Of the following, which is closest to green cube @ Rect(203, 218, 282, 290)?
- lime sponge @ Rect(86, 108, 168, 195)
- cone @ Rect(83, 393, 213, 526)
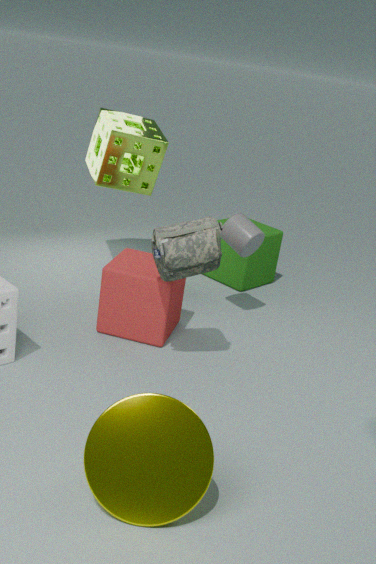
lime sponge @ Rect(86, 108, 168, 195)
